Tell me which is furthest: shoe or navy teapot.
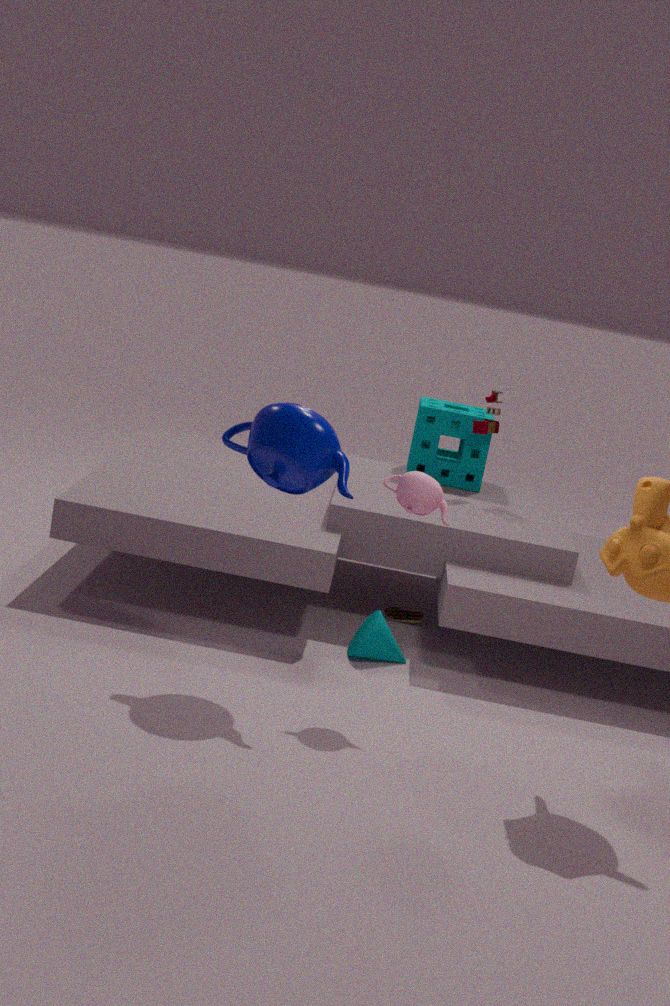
shoe
